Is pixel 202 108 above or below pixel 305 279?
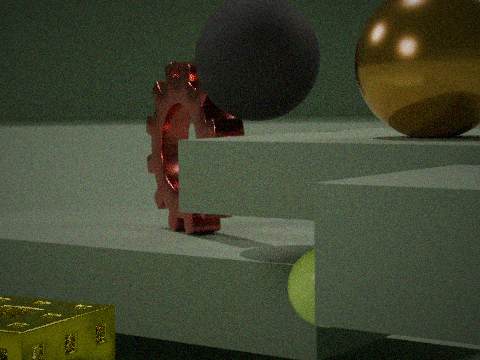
above
